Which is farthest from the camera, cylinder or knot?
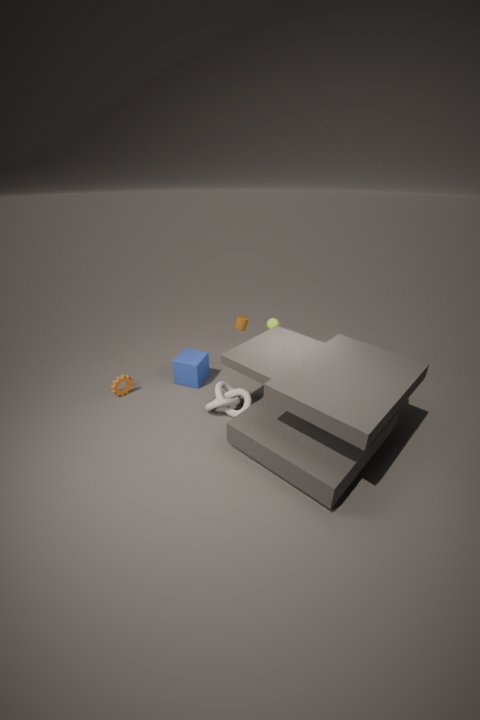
cylinder
